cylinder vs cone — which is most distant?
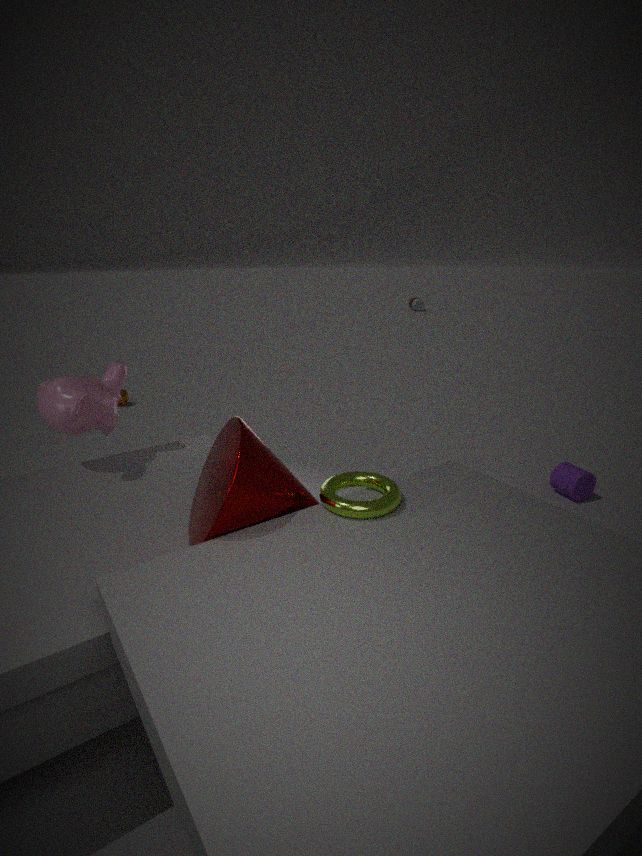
cylinder
